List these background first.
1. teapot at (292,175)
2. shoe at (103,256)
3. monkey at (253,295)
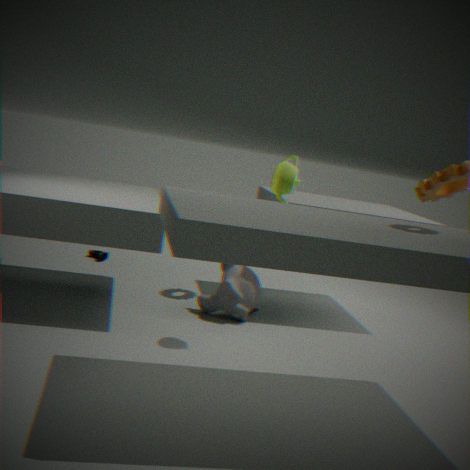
1. shoe at (103,256)
2. monkey at (253,295)
3. teapot at (292,175)
